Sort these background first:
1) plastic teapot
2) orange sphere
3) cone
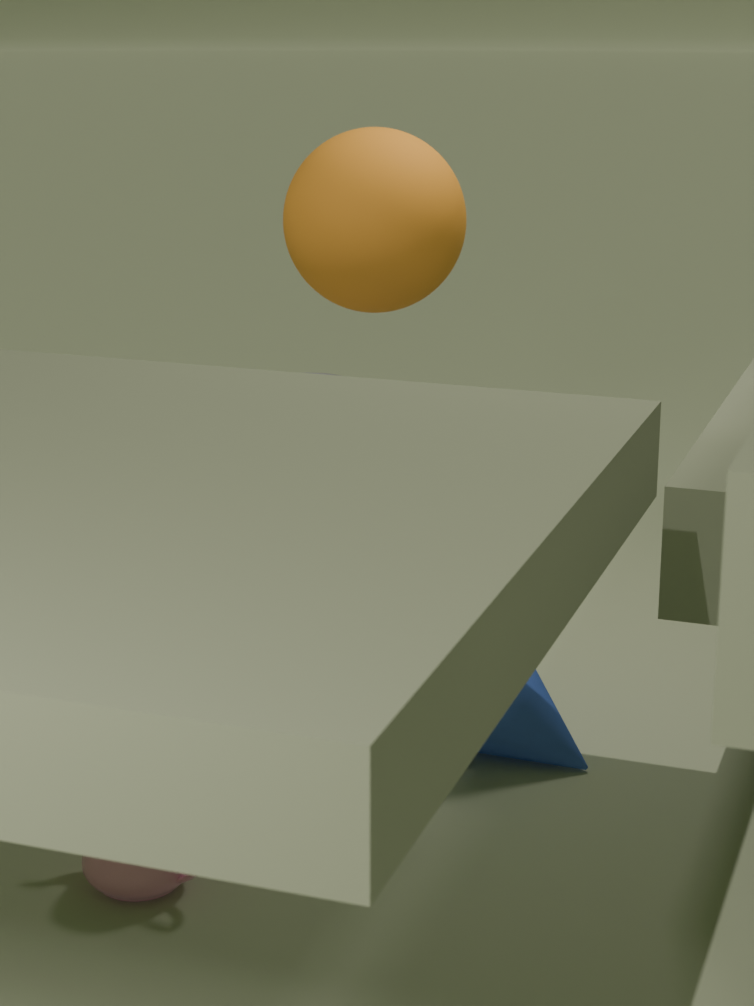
2. orange sphere
3. cone
1. plastic teapot
